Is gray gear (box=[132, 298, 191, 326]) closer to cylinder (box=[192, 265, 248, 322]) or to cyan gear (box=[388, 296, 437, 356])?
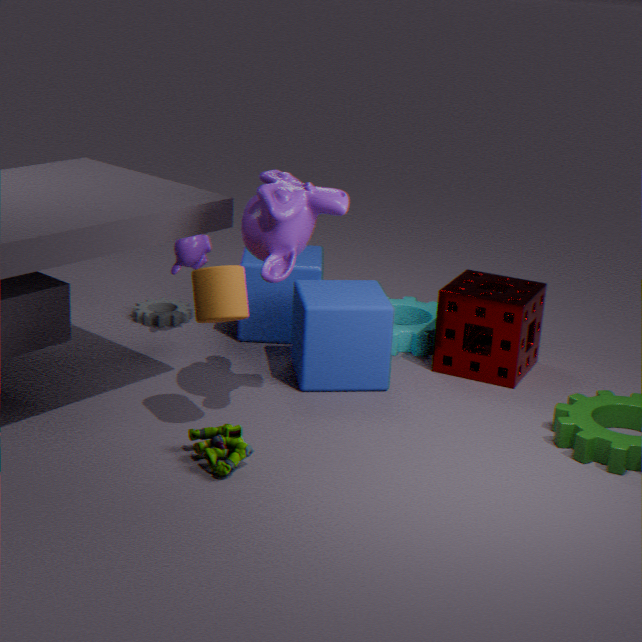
cyan gear (box=[388, 296, 437, 356])
